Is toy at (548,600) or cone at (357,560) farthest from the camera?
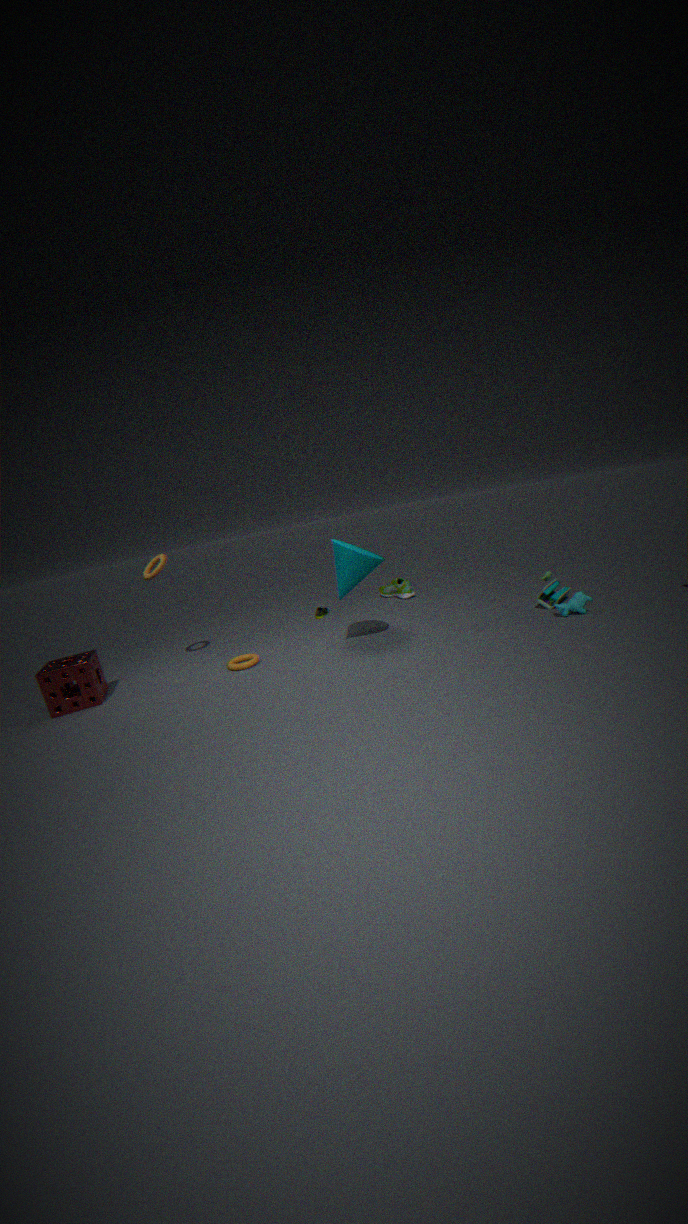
toy at (548,600)
